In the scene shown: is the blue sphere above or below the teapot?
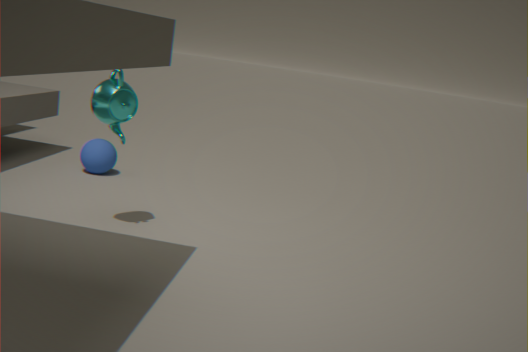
below
